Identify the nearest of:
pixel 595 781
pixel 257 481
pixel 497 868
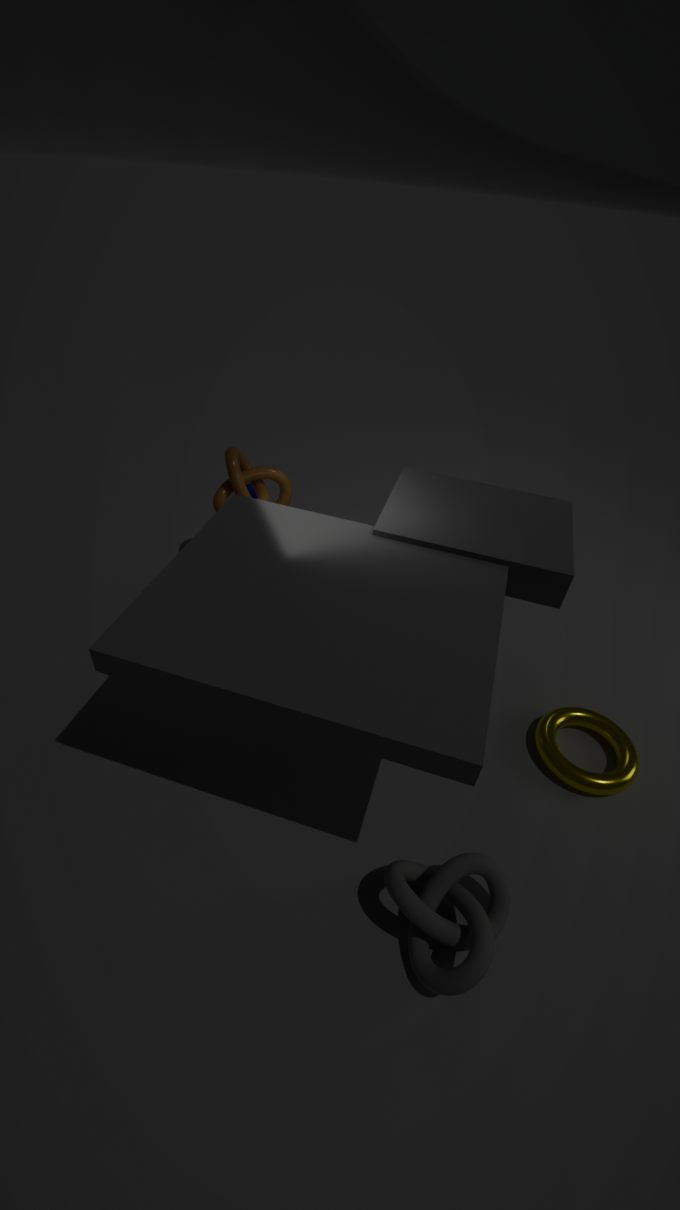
pixel 497 868
